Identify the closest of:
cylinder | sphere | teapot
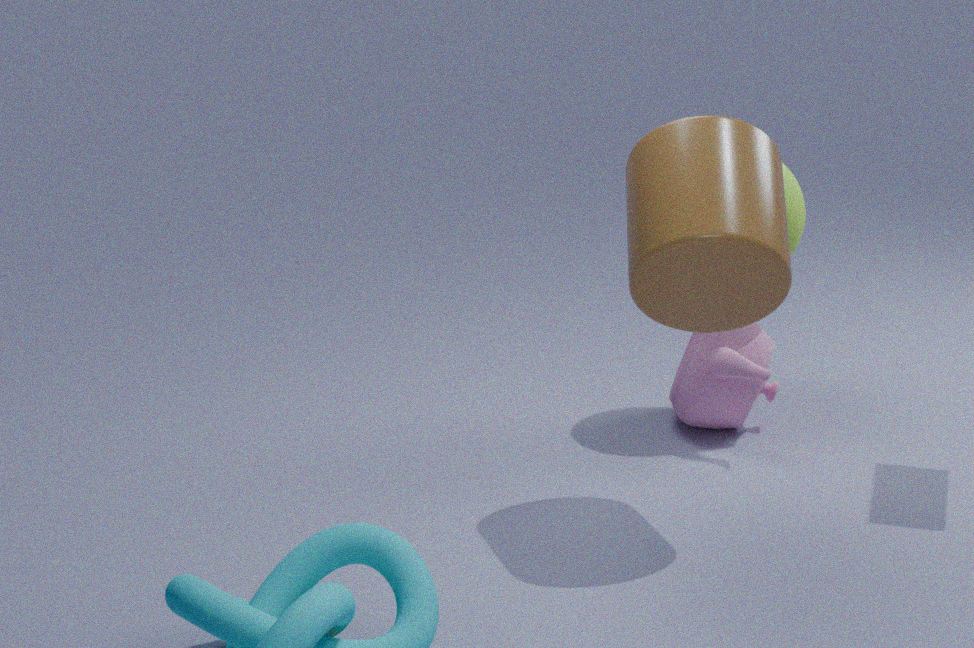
cylinder
